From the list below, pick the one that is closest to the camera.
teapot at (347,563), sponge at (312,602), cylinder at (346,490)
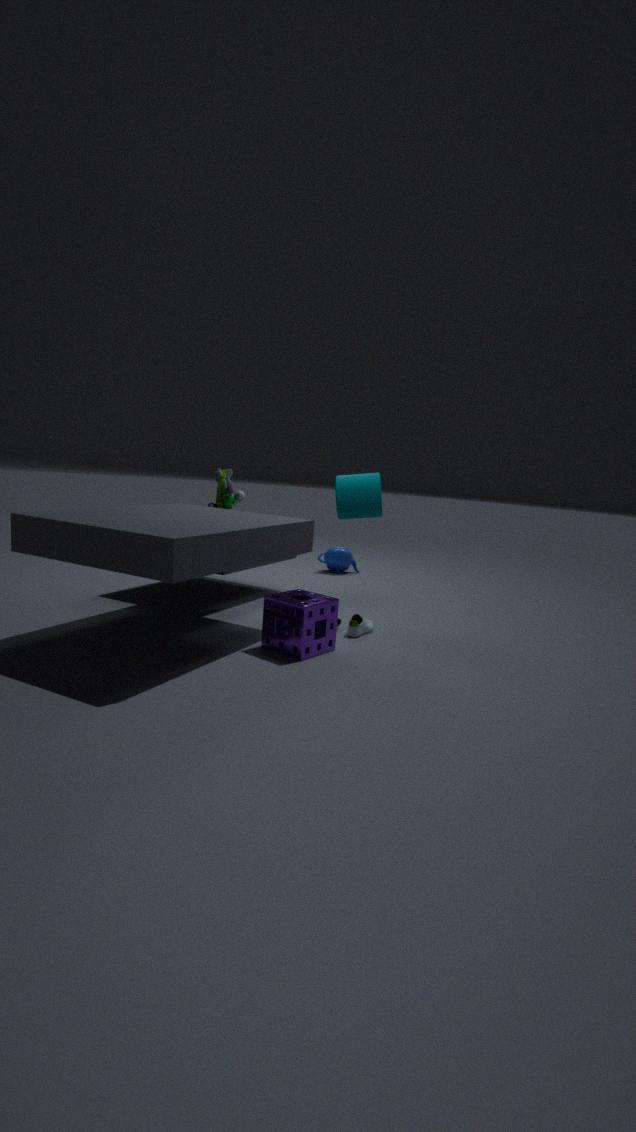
sponge at (312,602)
